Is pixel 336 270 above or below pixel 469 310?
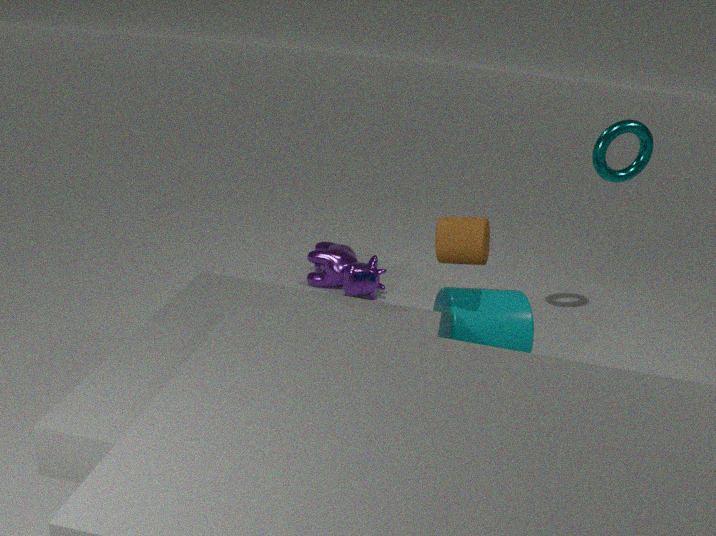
below
